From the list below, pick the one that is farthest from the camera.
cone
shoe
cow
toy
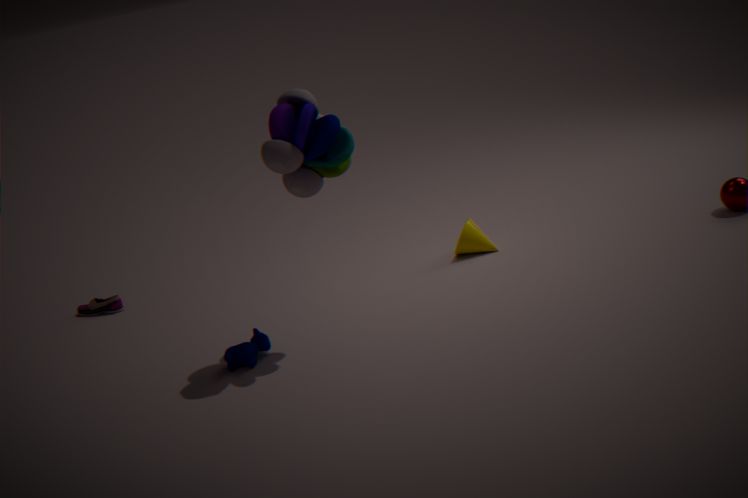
shoe
